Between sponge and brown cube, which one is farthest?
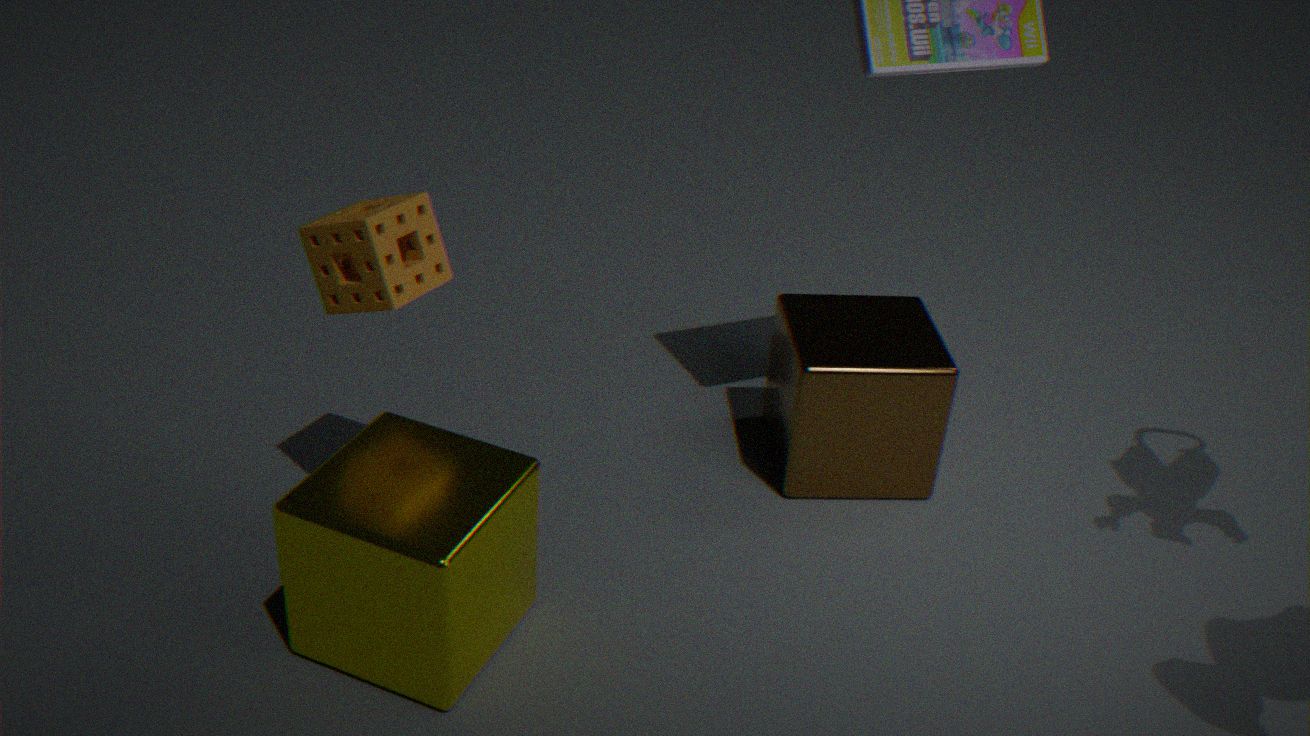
brown cube
